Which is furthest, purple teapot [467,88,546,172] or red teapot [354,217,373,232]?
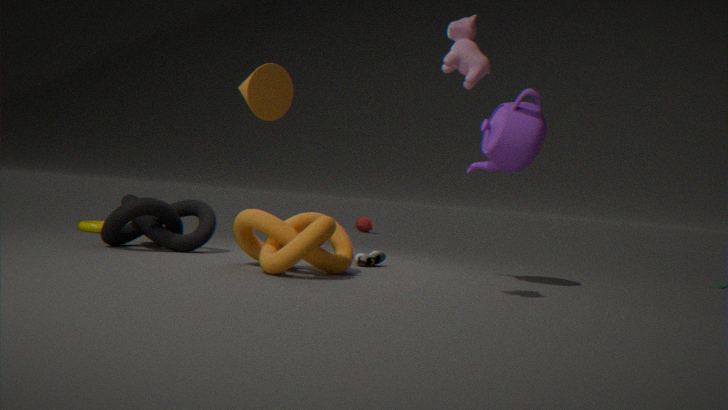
red teapot [354,217,373,232]
